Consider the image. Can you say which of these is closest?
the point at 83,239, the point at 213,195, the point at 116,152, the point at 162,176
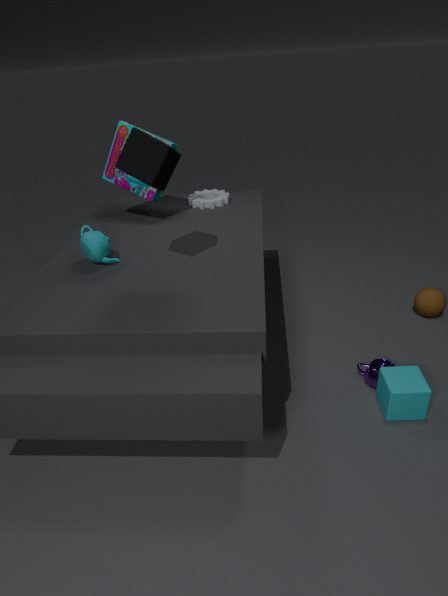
the point at 162,176
